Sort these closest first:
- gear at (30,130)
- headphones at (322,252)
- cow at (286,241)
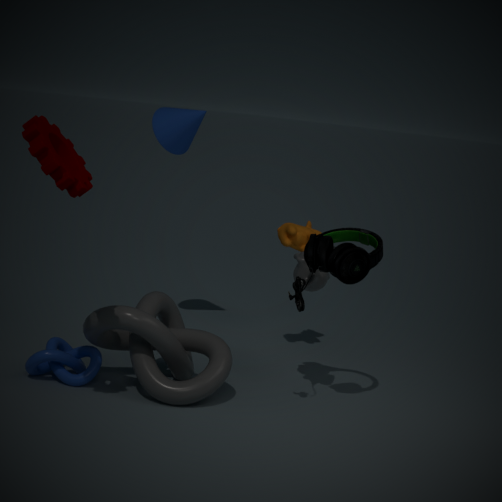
gear at (30,130) → headphones at (322,252) → cow at (286,241)
